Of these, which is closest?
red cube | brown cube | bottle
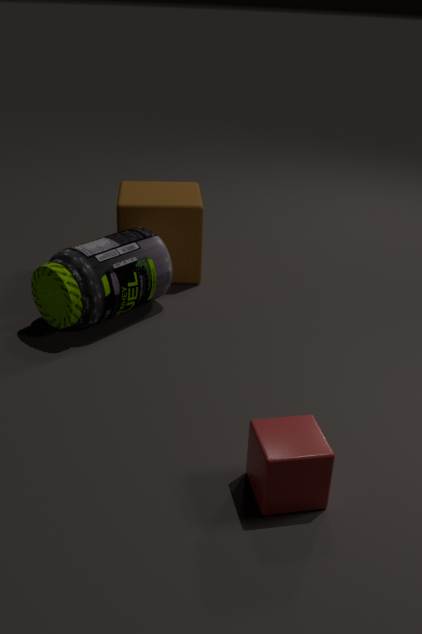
red cube
